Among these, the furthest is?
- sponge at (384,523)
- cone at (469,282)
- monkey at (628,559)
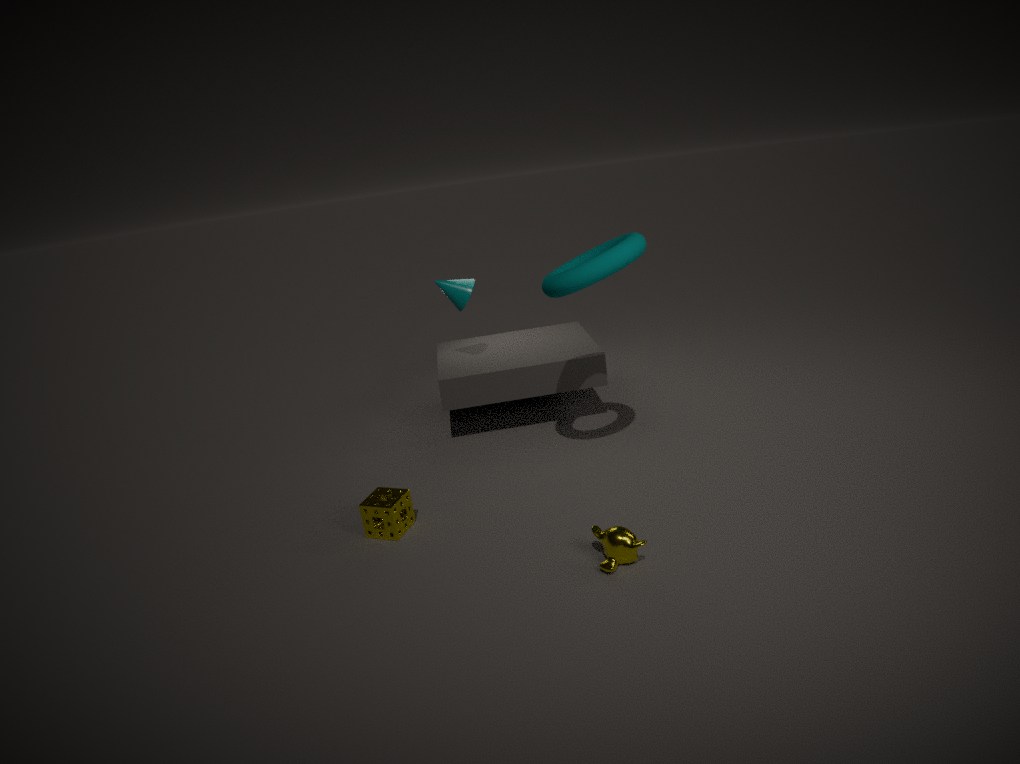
cone at (469,282)
